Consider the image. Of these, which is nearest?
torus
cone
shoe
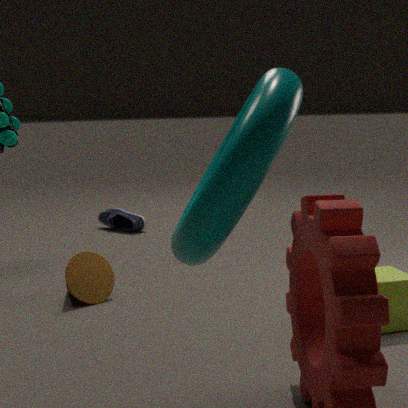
torus
